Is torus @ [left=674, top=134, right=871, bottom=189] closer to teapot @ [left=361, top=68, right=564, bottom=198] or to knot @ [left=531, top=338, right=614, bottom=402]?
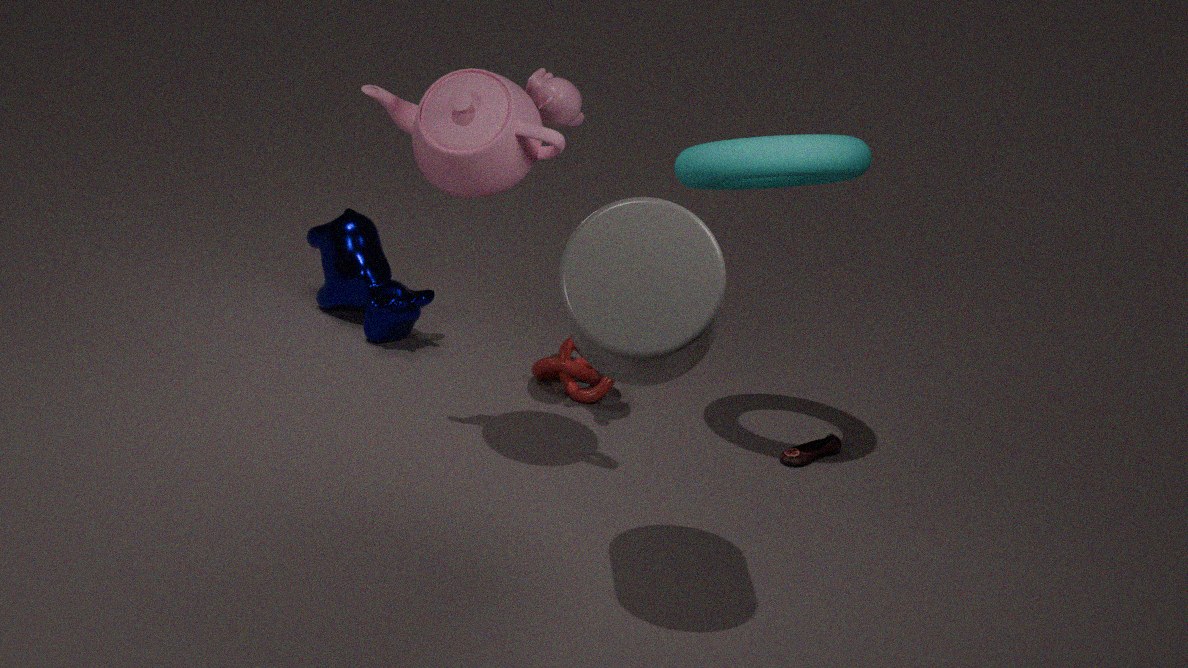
teapot @ [left=361, top=68, right=564, bottom=198]
